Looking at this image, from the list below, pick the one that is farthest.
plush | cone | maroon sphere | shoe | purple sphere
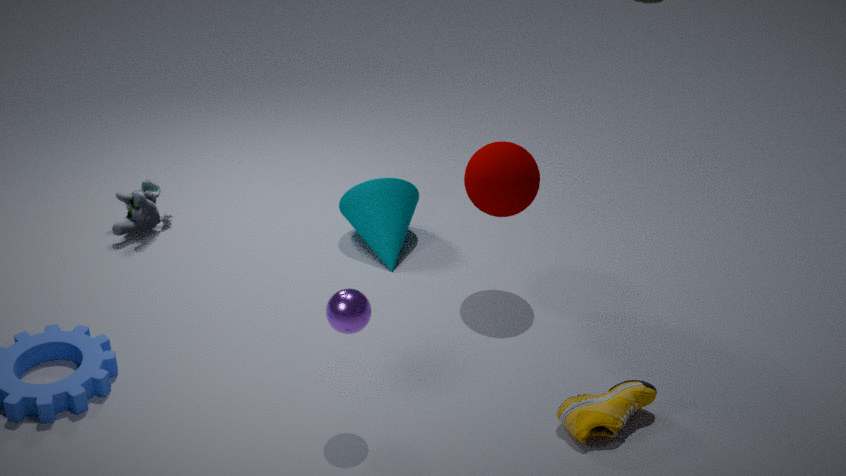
plush
